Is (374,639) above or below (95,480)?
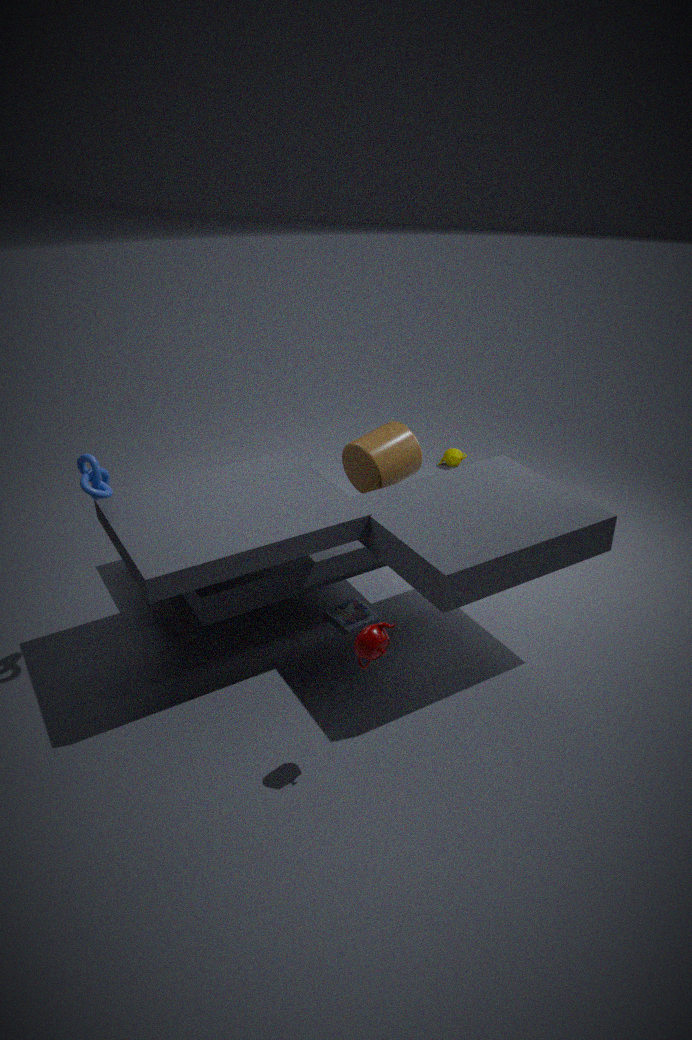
below
